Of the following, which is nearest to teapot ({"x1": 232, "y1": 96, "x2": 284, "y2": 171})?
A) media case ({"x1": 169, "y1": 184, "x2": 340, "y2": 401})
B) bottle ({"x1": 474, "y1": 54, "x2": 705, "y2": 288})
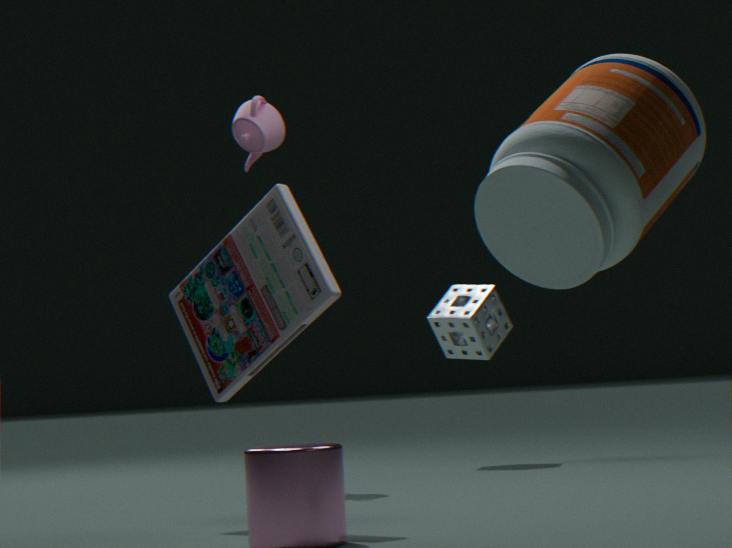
media case ({"x1": 169, "y1": 184, "x2": 340, "y2": 401})
